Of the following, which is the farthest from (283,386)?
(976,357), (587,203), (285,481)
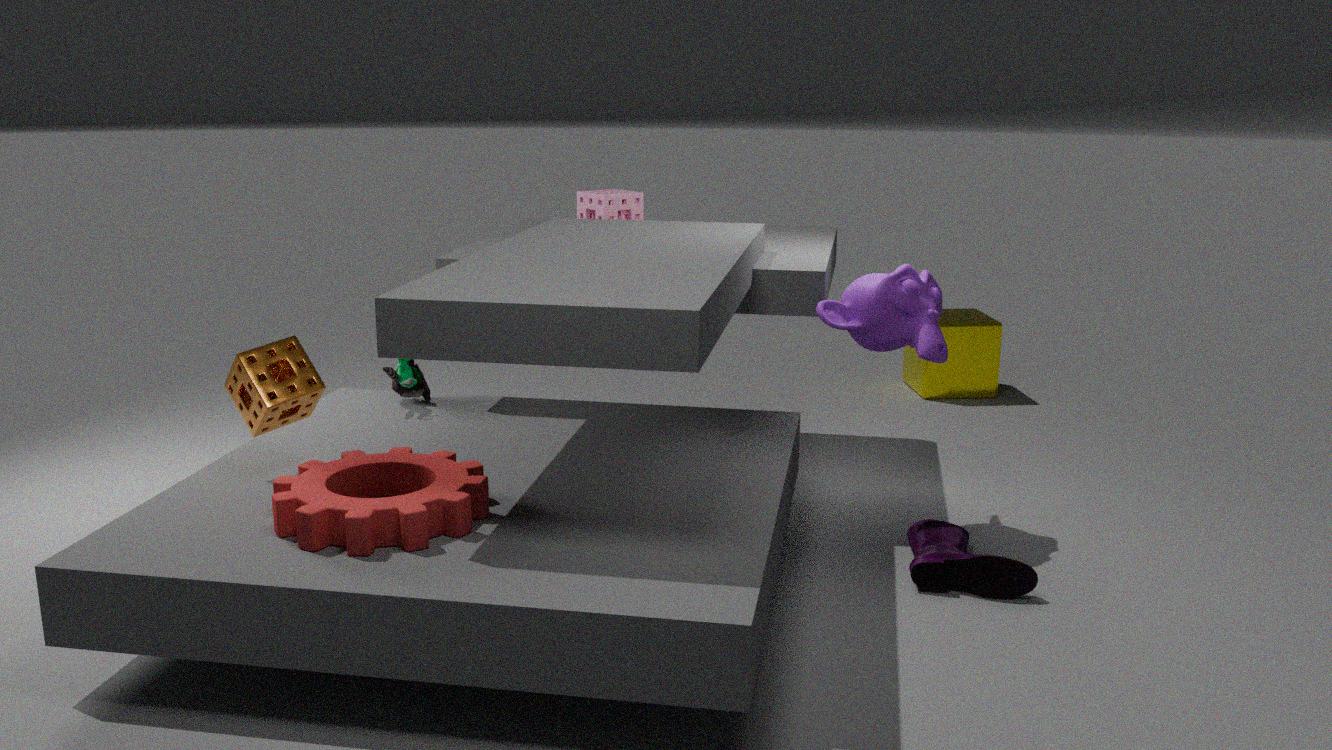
(976,357)
